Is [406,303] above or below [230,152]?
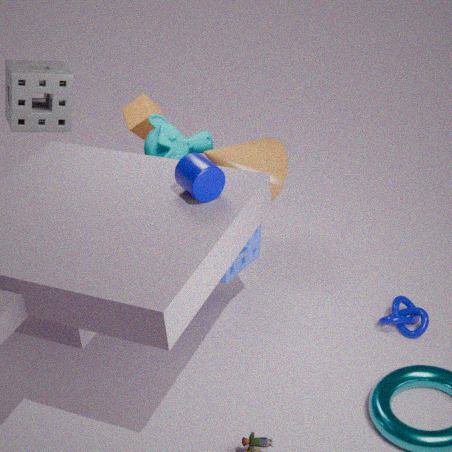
below
